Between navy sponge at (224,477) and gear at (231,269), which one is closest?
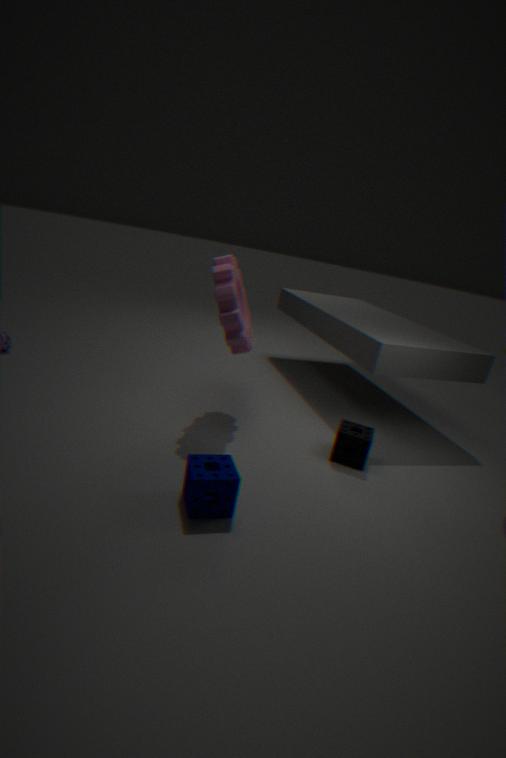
navy sponge at (224,477)
